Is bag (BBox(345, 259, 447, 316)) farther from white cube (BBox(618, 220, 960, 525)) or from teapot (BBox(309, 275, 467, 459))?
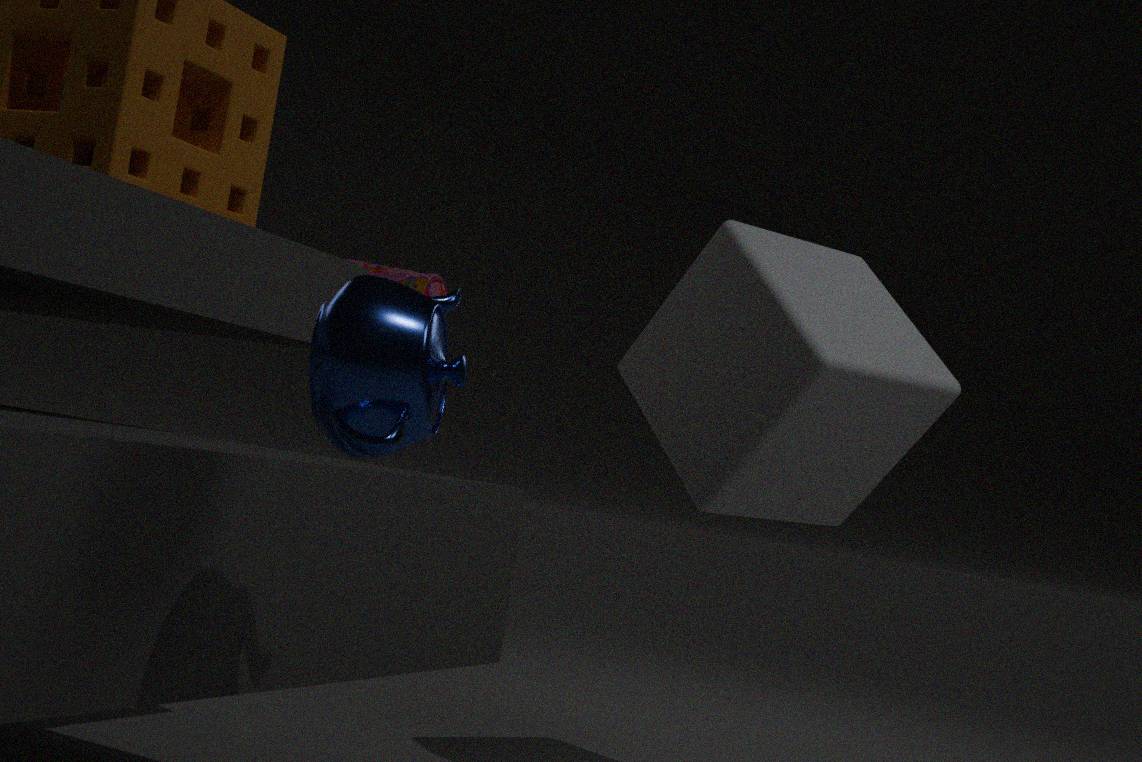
teapot (BBox(309, 275, 467, 459))
